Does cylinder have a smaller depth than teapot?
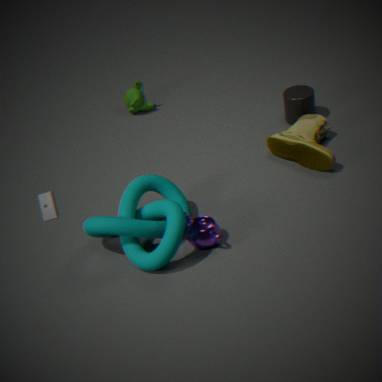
No
